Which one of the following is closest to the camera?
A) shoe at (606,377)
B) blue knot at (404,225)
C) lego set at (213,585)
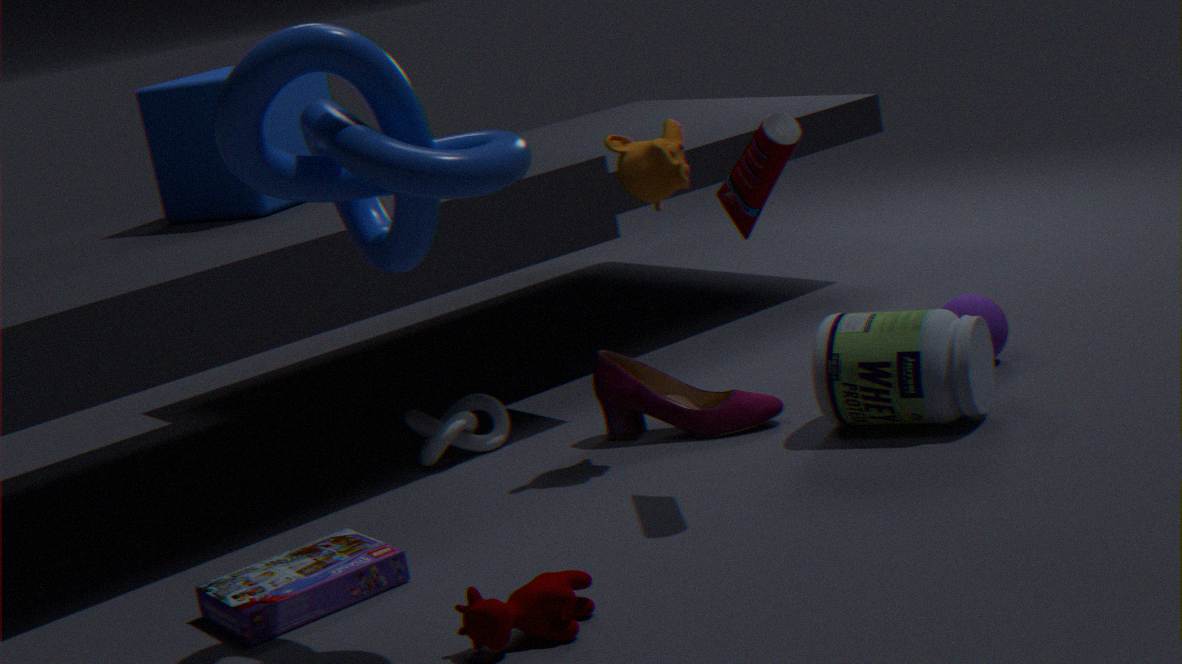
blue knot at (404,225)
